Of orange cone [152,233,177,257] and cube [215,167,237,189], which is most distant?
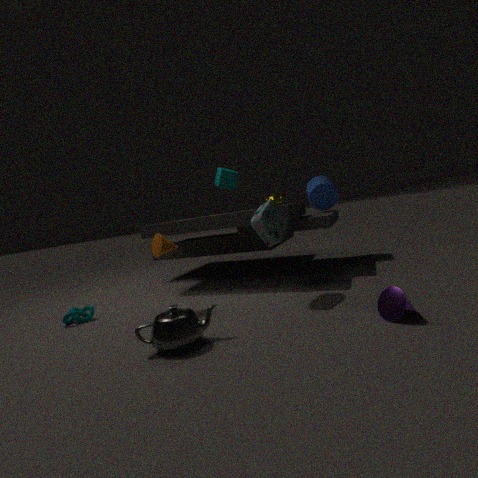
cube [215,167,237,189]
